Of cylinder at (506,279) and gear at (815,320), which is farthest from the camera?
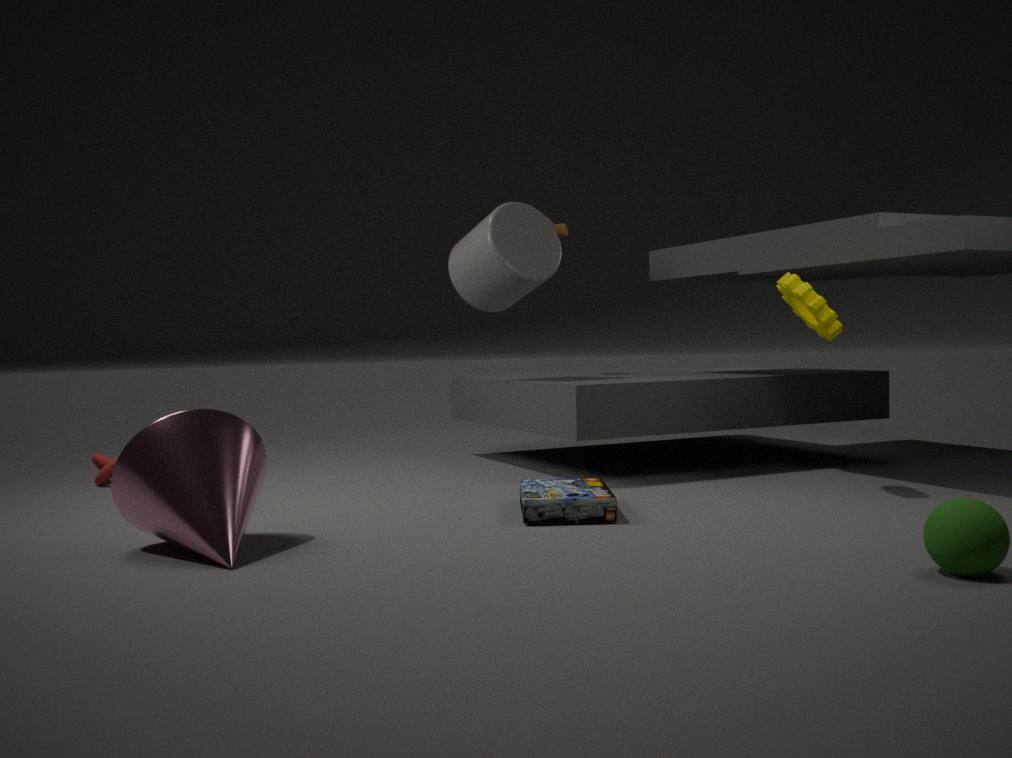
cylinder at (506,279)
